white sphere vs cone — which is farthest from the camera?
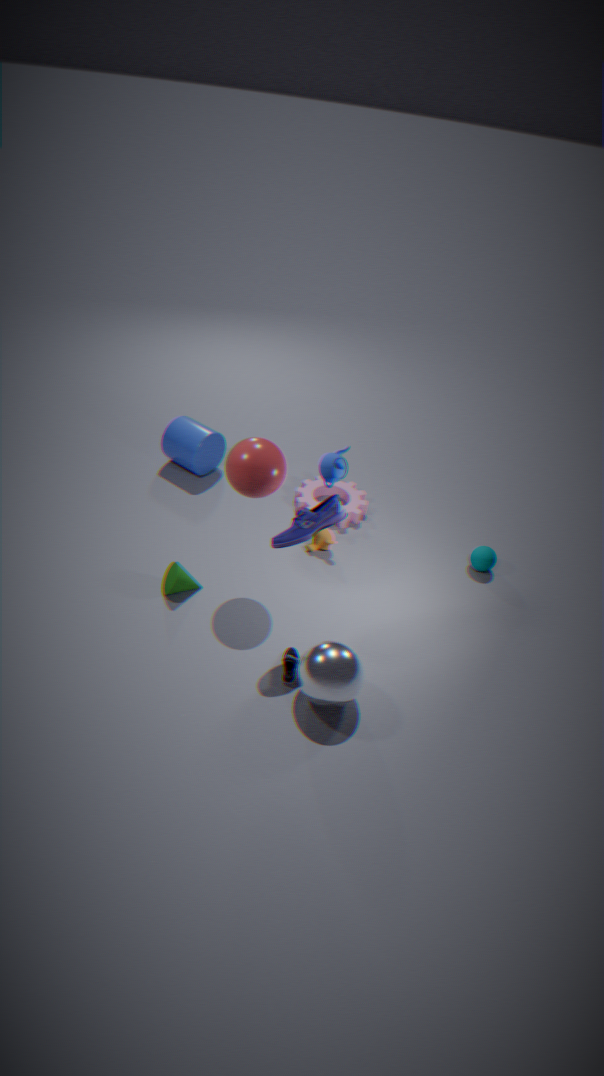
cone
